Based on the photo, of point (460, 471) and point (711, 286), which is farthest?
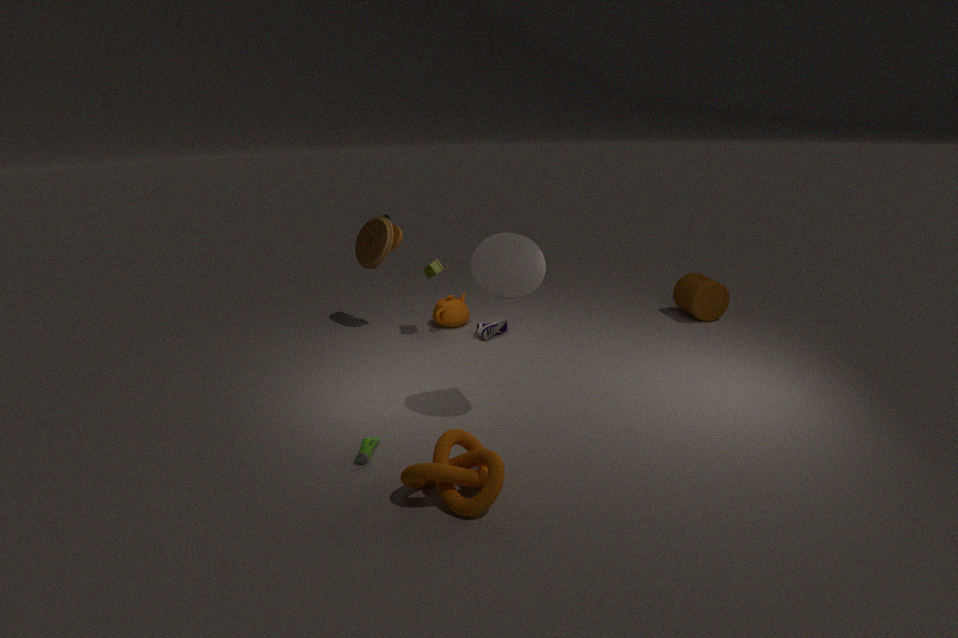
point (711, 286)
